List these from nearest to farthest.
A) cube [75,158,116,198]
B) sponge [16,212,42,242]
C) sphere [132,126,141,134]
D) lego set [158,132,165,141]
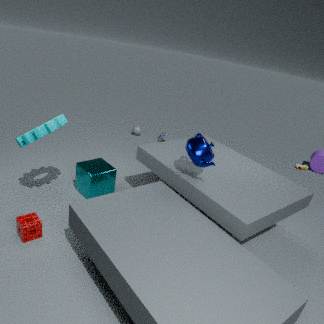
sponge [16,212,42,242] < cube [75,158,116,198] < lego set [158,132,165,141] < sphere [132,126,141,134]
